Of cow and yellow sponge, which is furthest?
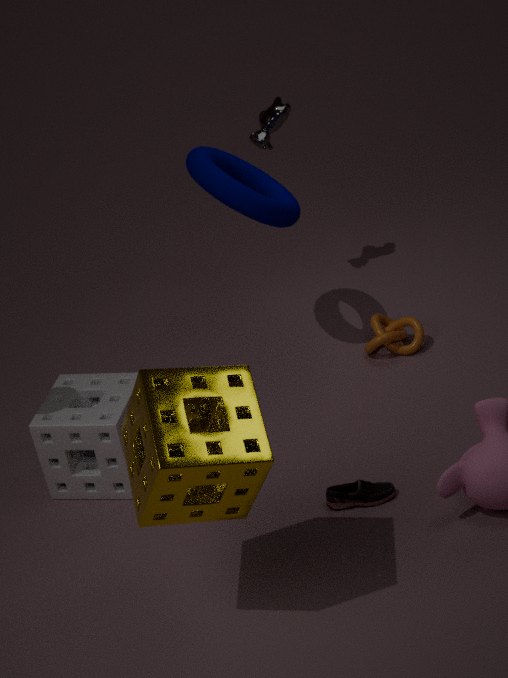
cow
